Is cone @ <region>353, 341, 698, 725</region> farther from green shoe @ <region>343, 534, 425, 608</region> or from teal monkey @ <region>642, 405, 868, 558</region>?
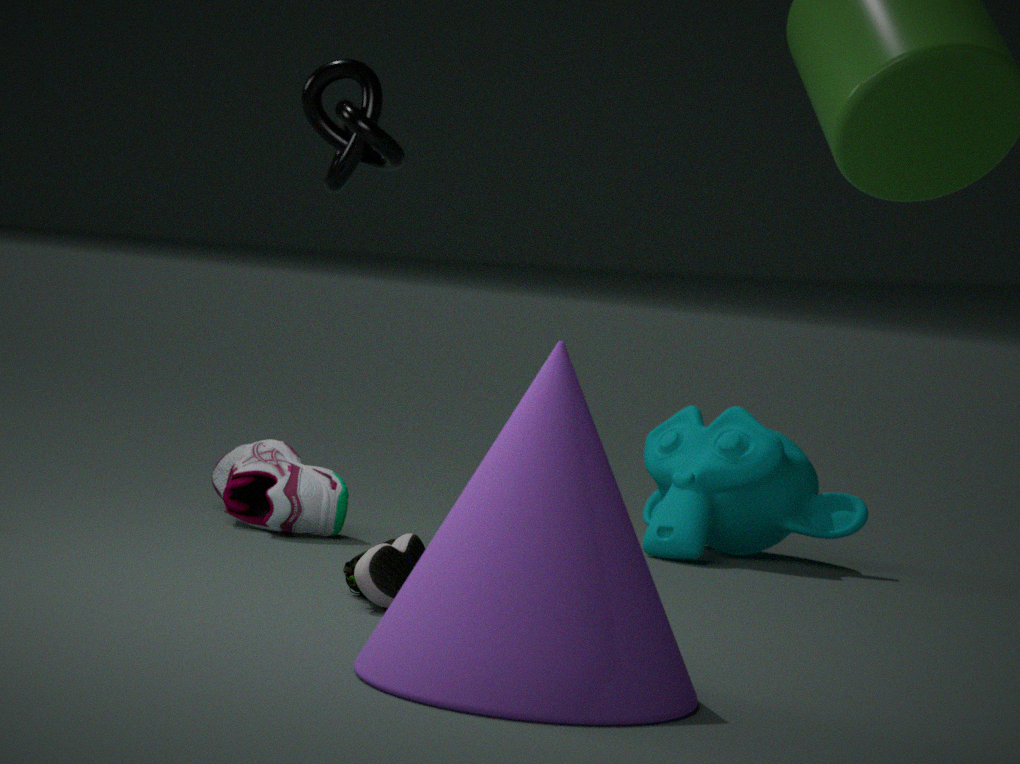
teal monkey @ <region>642, 405, 868, 558</region>
